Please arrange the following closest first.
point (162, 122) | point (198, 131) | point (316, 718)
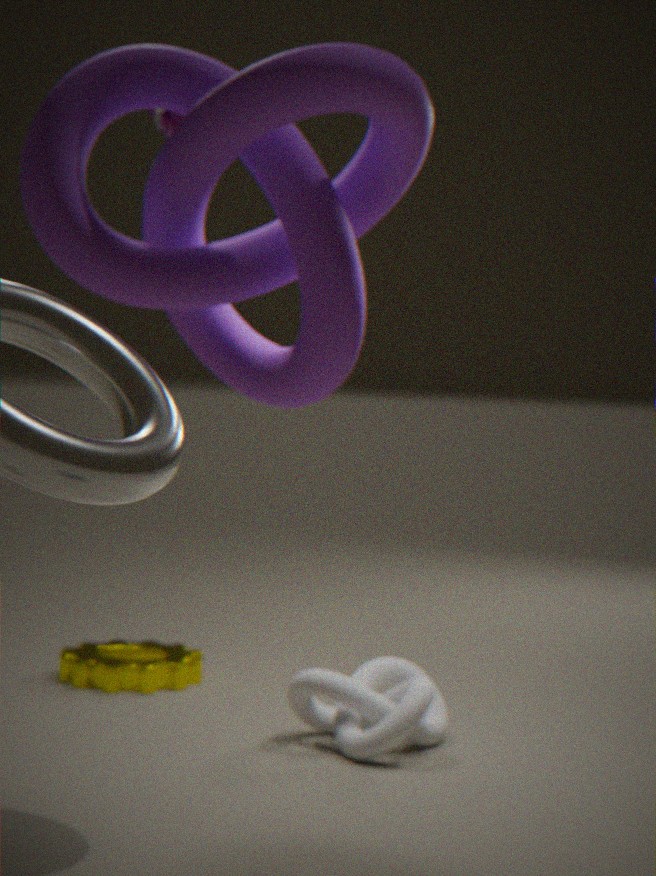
1. point (198, 131)
2. point (316, 718)
3. point (162, 122)
